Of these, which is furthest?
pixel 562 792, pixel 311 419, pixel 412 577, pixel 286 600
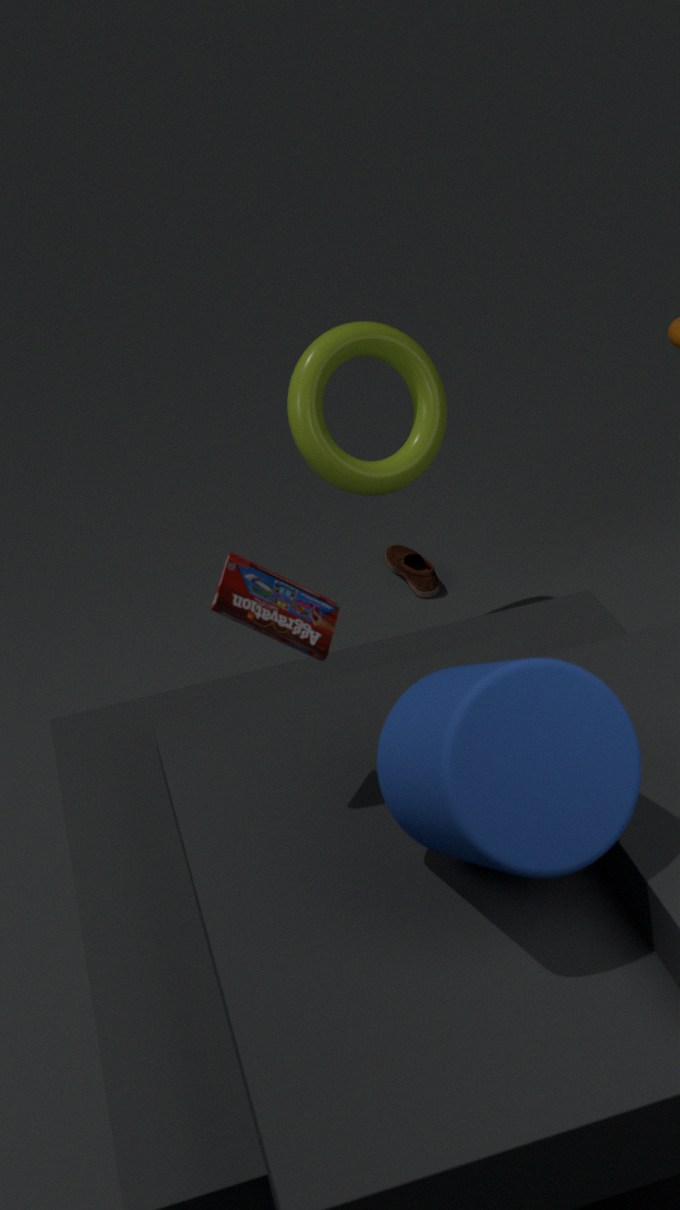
pixel 412 577
